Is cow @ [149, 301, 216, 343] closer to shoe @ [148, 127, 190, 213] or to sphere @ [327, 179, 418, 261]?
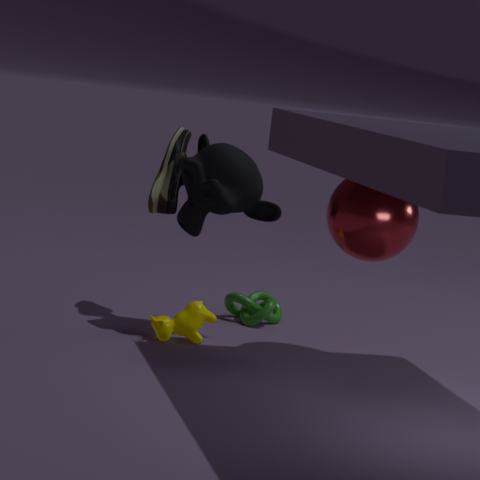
shoe @ [148, 127, 190, 213]
